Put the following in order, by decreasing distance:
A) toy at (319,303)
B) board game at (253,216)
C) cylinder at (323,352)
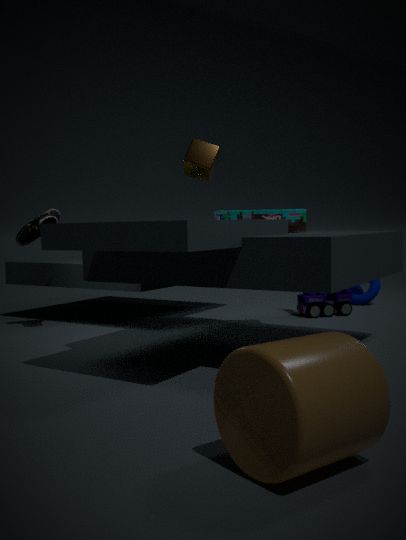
A < B < C
